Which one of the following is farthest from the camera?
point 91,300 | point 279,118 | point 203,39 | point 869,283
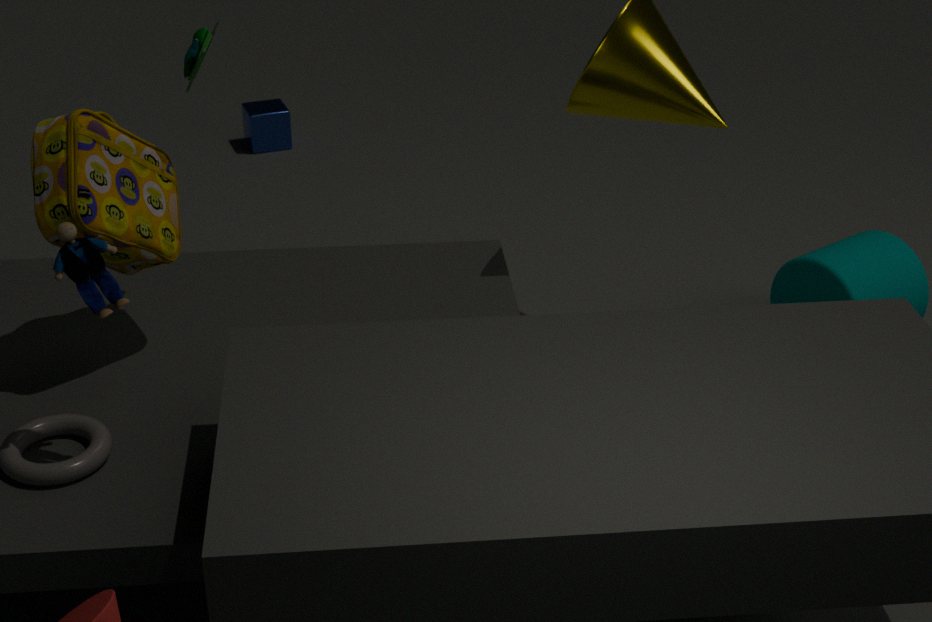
point 279,118
